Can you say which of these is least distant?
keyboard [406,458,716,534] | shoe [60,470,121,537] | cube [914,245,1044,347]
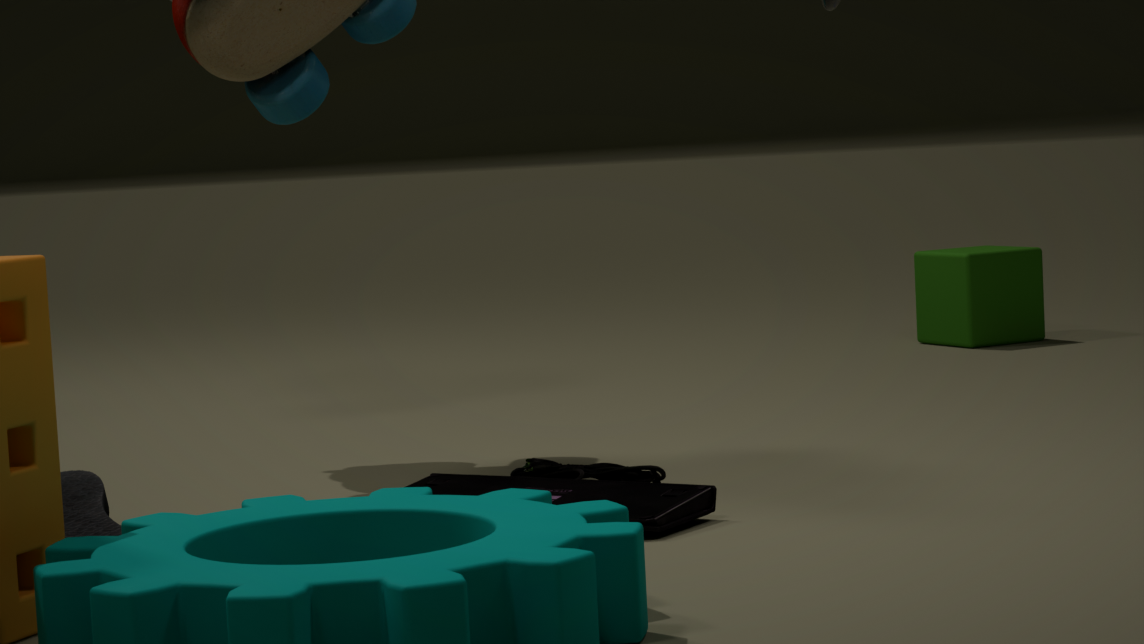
shoe [60,470,121,537]
